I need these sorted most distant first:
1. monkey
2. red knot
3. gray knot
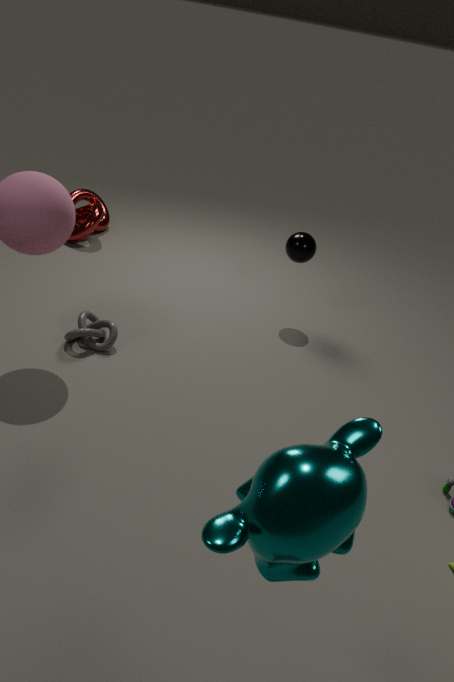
red knot < gray knot < monkey
